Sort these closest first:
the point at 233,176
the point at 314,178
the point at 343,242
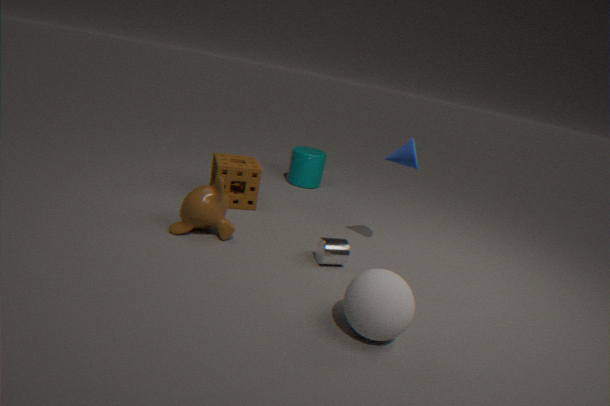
1. the point at 343,242
2. the point at 233,176
3. the point at 314,178
